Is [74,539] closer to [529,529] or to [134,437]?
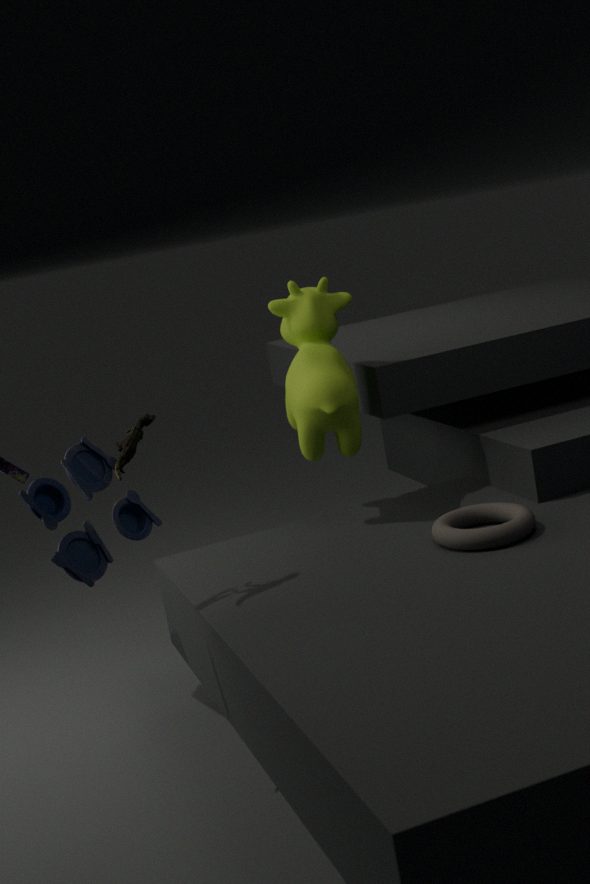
[134,437]
